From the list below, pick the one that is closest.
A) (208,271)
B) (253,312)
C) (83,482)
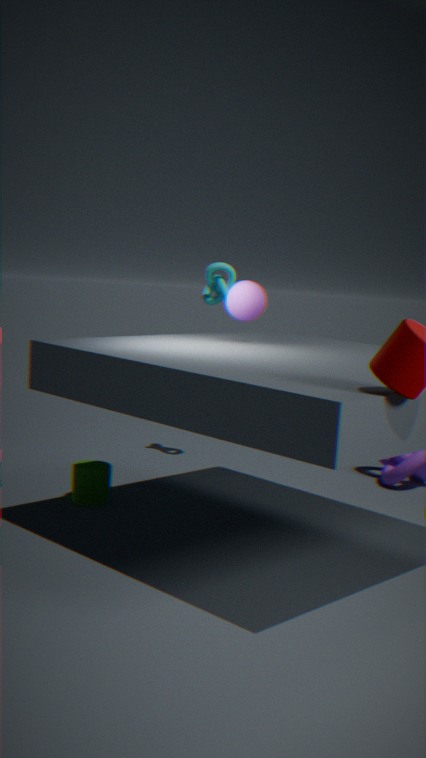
(253,312)
